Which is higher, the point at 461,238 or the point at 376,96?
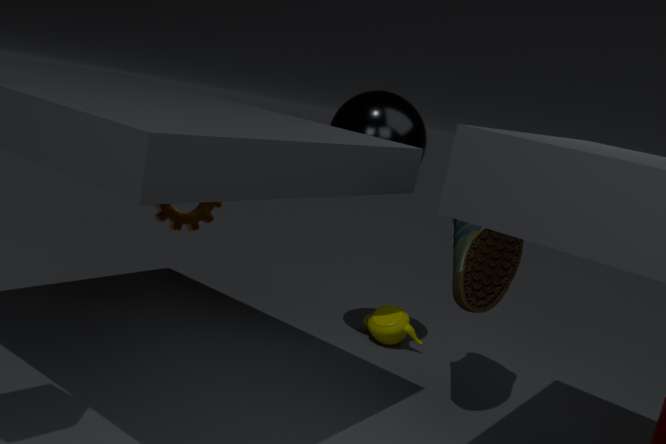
the point at 376,96
